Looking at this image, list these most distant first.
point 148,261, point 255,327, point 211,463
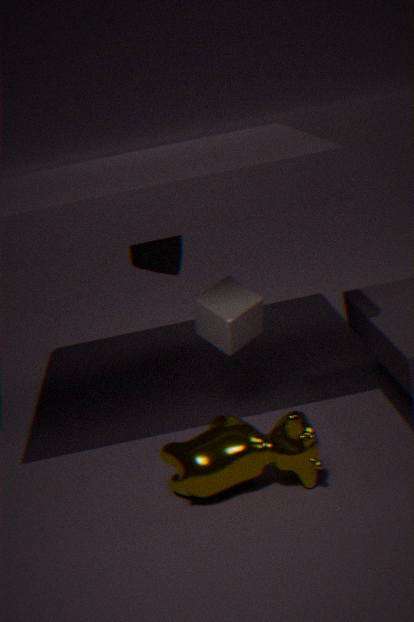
1. point 148,261
2. point 255,327
3. point 211,463
